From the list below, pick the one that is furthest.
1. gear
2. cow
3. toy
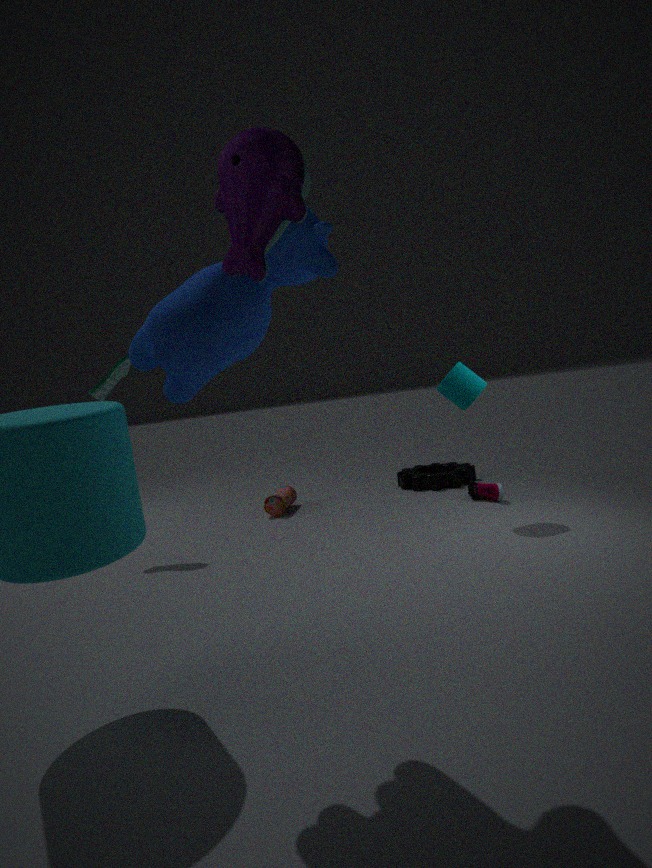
gear
